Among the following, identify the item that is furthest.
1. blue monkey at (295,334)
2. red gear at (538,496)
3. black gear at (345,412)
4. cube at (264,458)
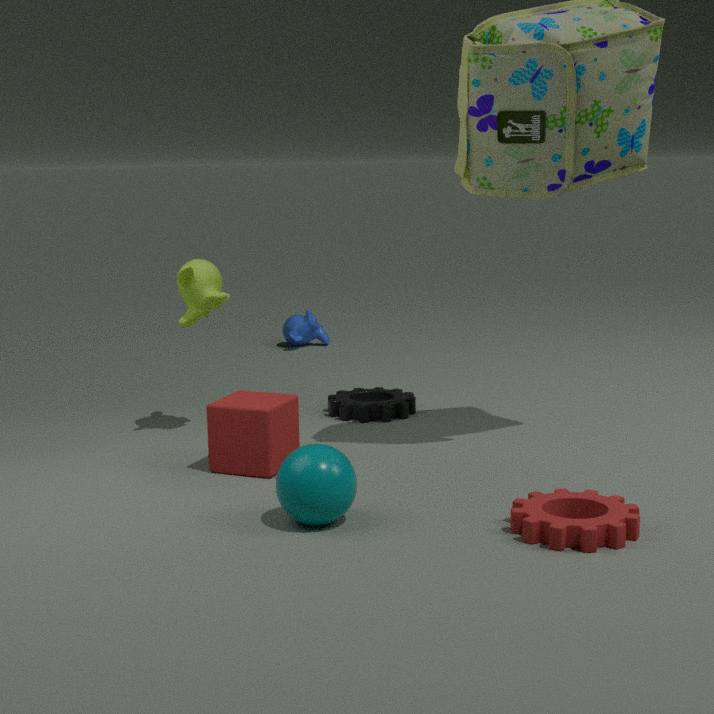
blue monkey at (295,334)
